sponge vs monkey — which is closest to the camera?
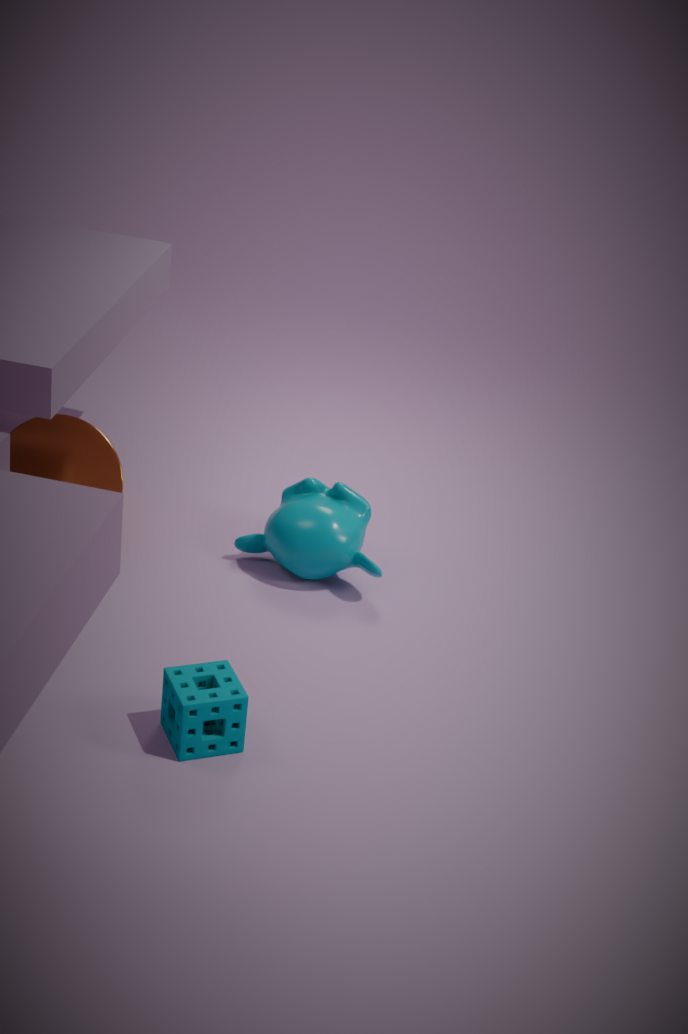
sponge
